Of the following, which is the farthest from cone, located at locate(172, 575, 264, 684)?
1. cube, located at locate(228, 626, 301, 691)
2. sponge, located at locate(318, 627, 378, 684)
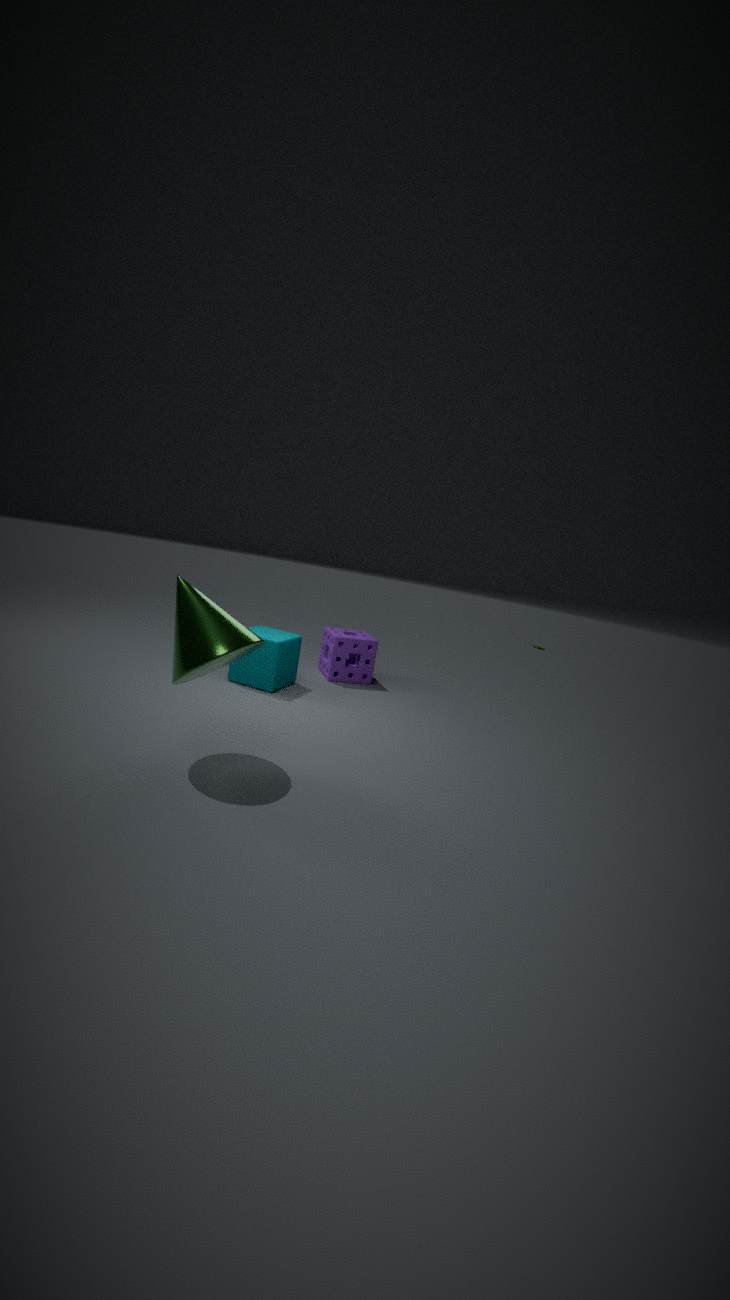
sponge, located at locate(318, 627, 378, 684)
